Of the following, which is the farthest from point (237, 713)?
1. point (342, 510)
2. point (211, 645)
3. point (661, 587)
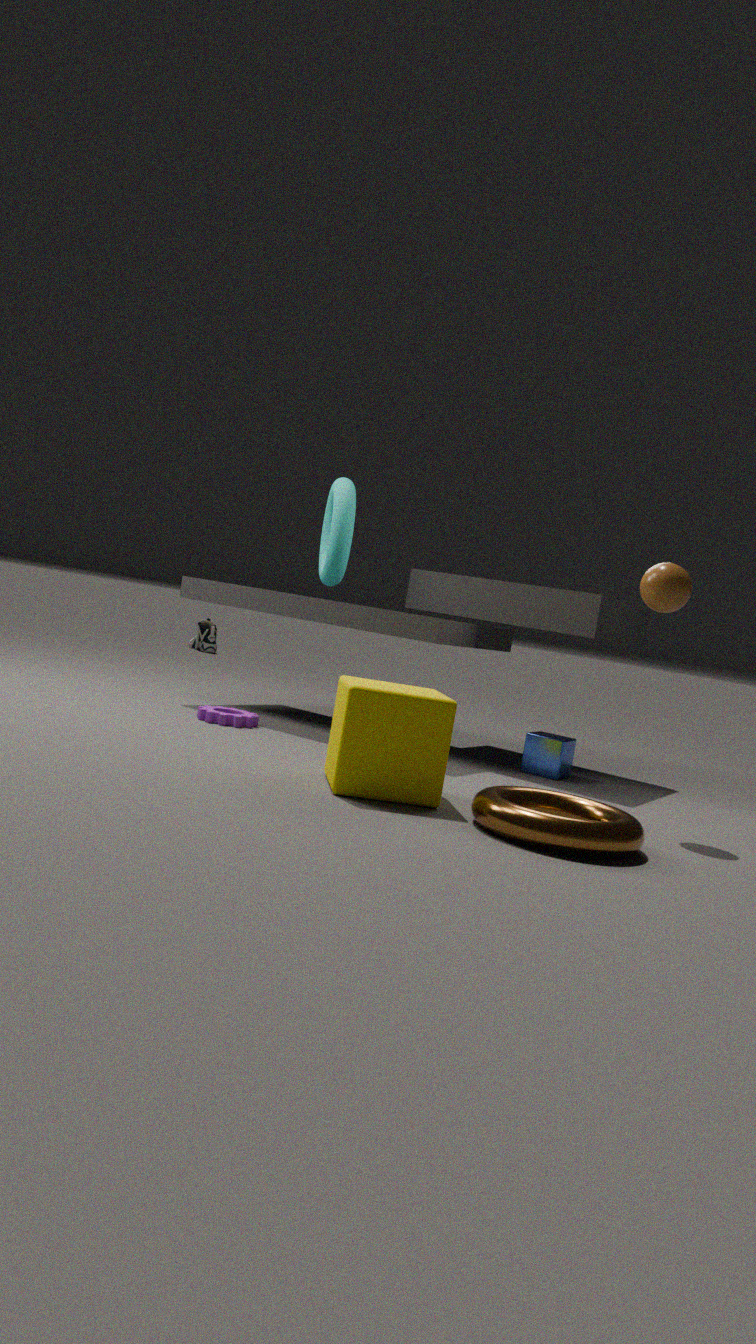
point (211, 645)
